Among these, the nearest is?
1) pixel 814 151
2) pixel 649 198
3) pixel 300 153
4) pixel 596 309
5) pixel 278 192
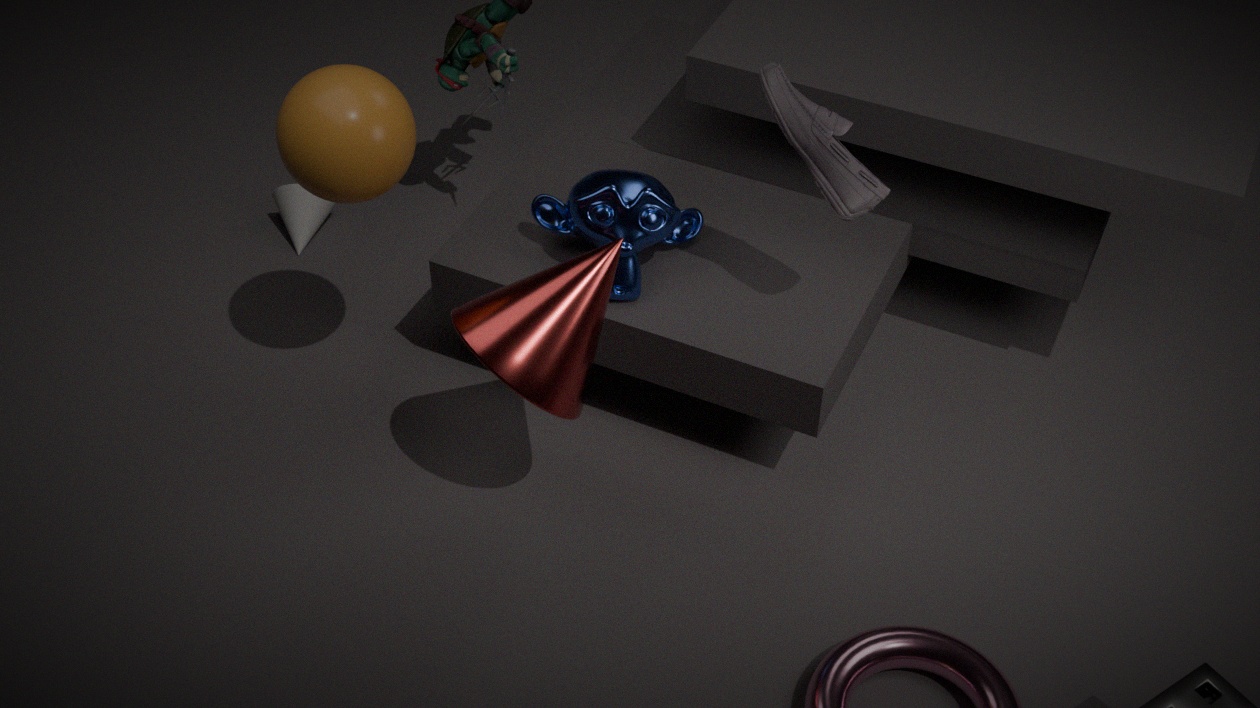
3. pixel 300 153
